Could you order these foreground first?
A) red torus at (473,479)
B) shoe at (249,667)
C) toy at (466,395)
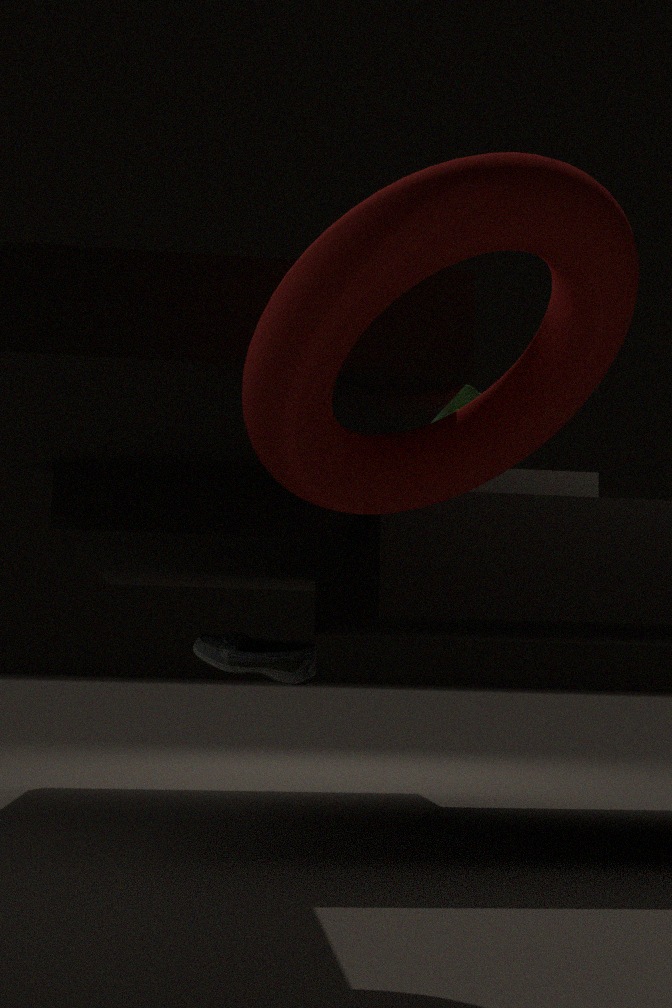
1. red torus at (473,479)
2. shoe at (249,667)
3. toy at (466,395)
